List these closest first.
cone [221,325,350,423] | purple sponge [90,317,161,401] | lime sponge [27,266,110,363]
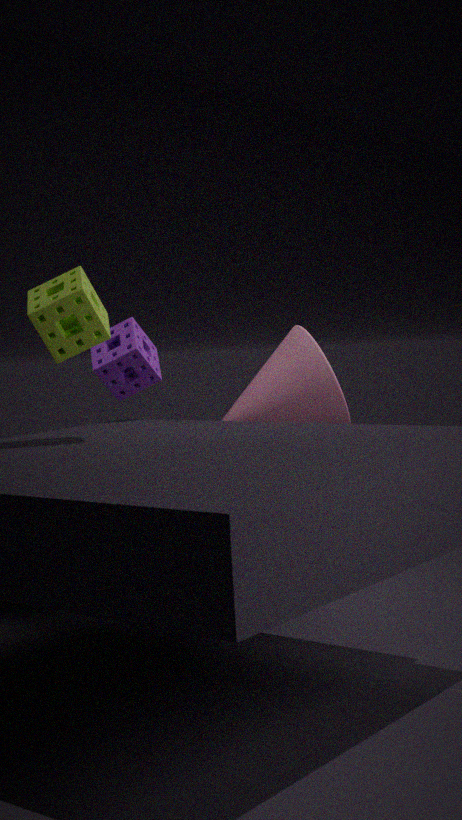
lime sponge [27,266,110,363] < cone [221,325,350,423] < purple sponge [90,317,161,401]
